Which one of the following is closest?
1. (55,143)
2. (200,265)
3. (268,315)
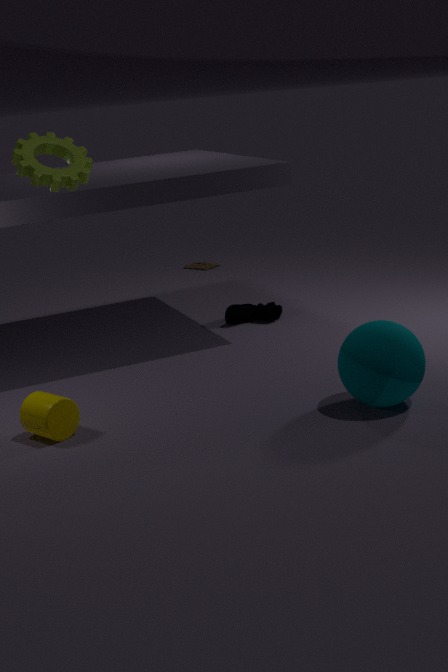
(55,143)
